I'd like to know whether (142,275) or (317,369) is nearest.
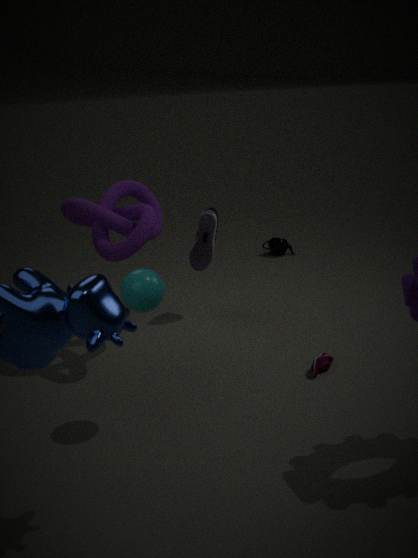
(142,275)
